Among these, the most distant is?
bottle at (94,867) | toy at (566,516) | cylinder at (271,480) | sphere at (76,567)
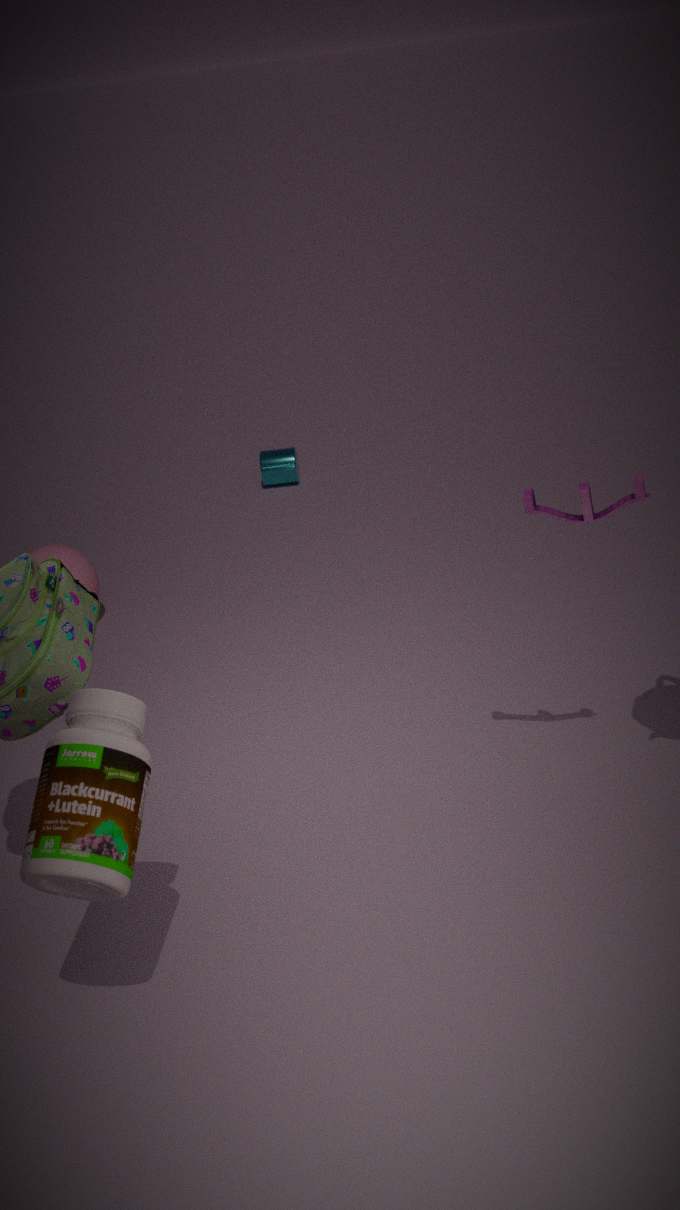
cylinder at (271,480)
